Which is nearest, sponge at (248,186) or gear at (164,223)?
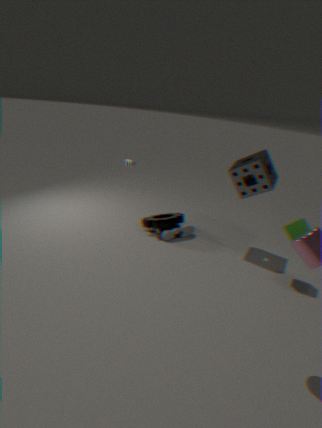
sponge at (248,186)
